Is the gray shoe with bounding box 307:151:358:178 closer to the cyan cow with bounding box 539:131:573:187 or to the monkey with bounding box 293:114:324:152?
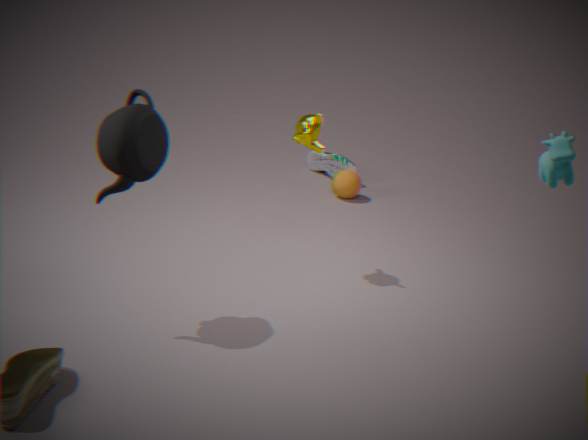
the monkey with bounding box 293:114:324:152
